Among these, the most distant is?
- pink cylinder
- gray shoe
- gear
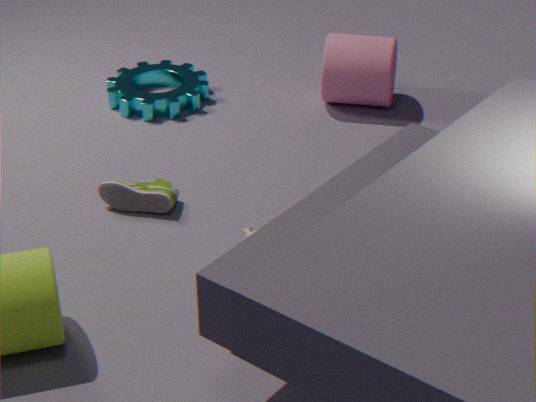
gear
